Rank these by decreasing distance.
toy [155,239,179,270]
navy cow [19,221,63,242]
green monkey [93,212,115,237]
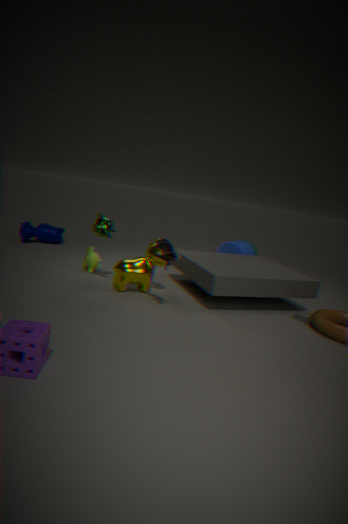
navy cow [19,221,63,242] → green monkey [93,212,115,237] → toy [155,239,179,270]
